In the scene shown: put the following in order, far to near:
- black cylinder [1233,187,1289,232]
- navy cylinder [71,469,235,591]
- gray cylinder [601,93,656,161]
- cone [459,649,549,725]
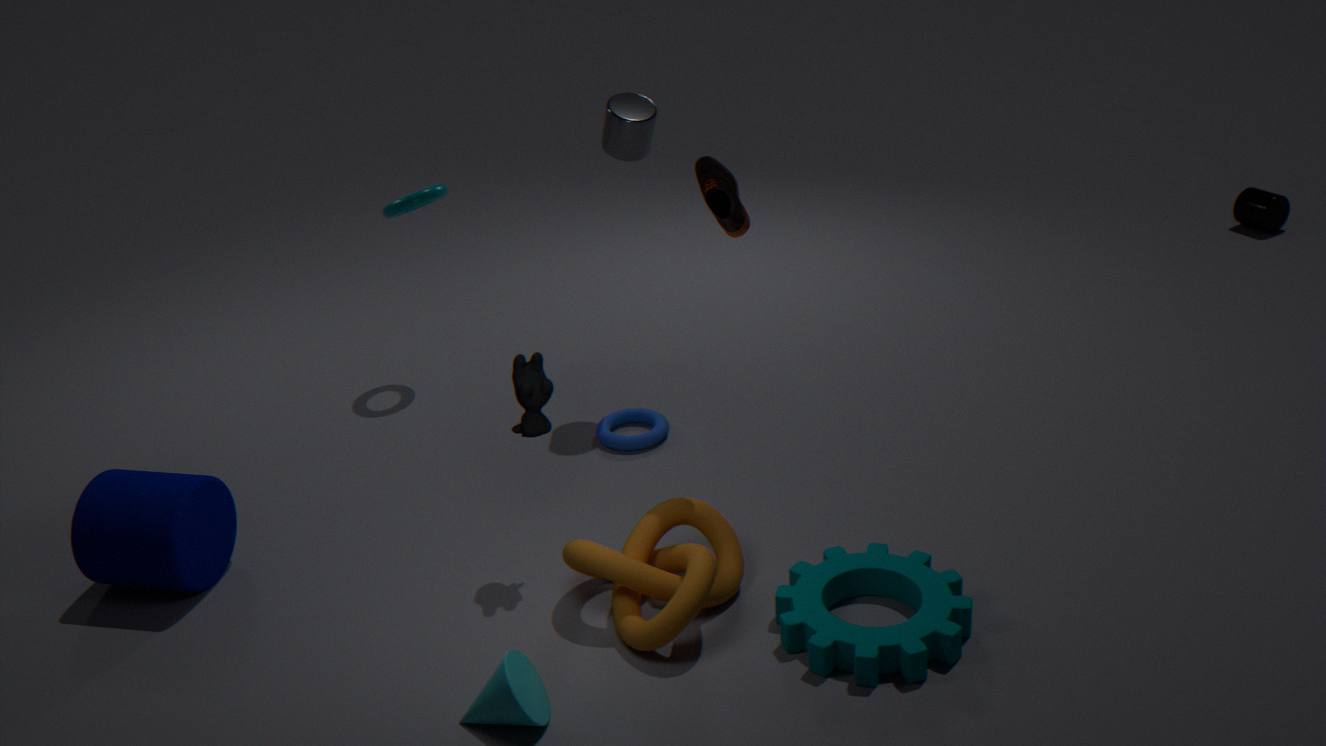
black cylinder [1233,187,1289,232] → gray cylinder [601,93,656,161] → navy cylinder [71,469,235,591] → cone [459,649,549,725]
